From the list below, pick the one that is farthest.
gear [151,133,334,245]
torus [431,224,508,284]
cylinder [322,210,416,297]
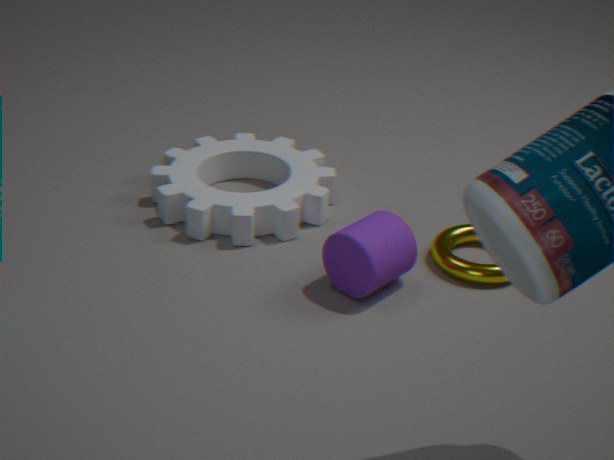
gear [151,133,334,245]
